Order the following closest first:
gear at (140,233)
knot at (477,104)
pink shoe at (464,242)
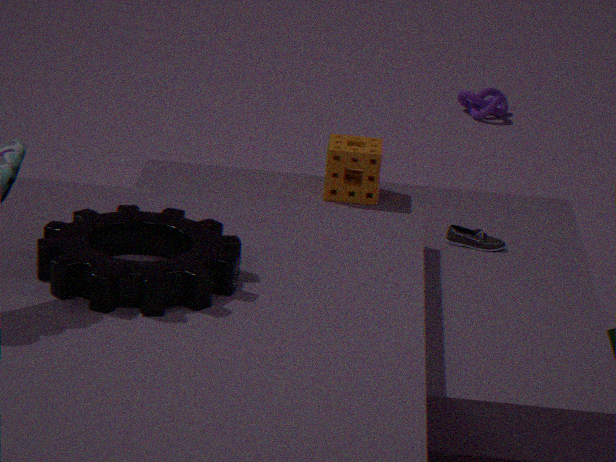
gear at (140,233) → pink shoe at (464,242) → knot at (477,104)
